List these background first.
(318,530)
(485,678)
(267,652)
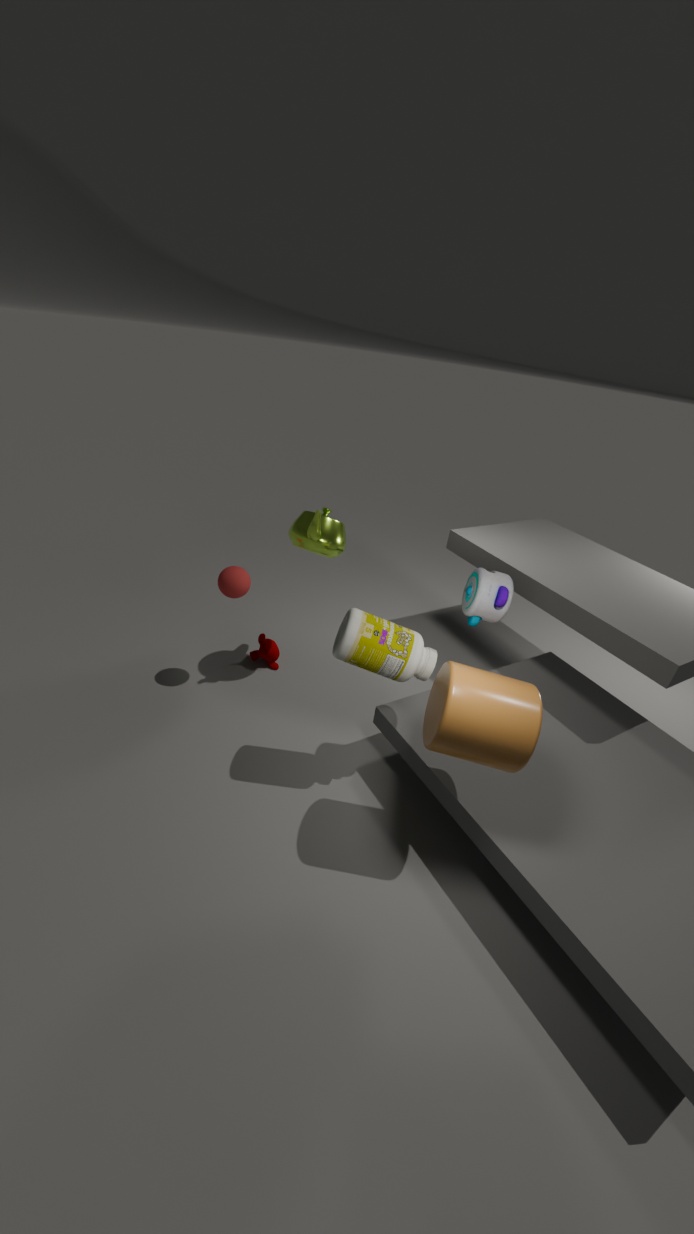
1. (267,652)
2. (318,530)
3. (485,678)
